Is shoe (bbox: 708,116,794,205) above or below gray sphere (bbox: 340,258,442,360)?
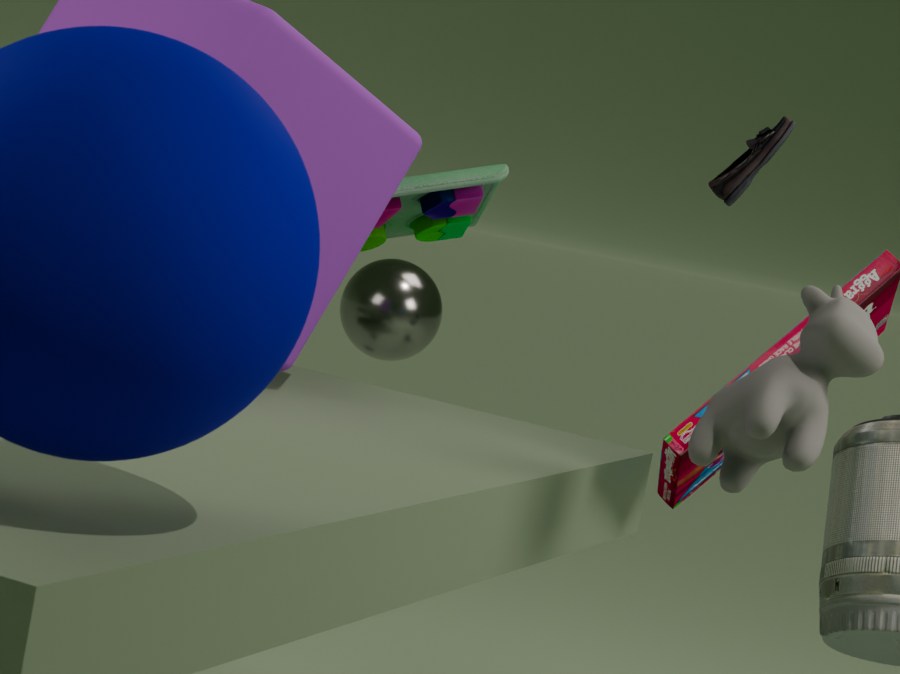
above
